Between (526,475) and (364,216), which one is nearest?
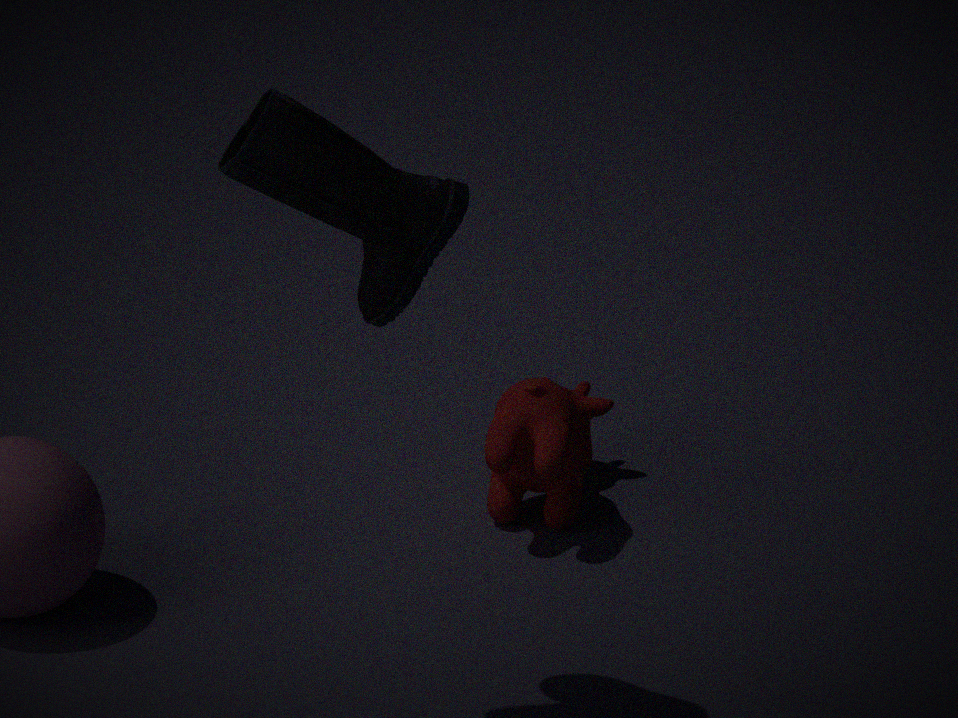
(364,216)
